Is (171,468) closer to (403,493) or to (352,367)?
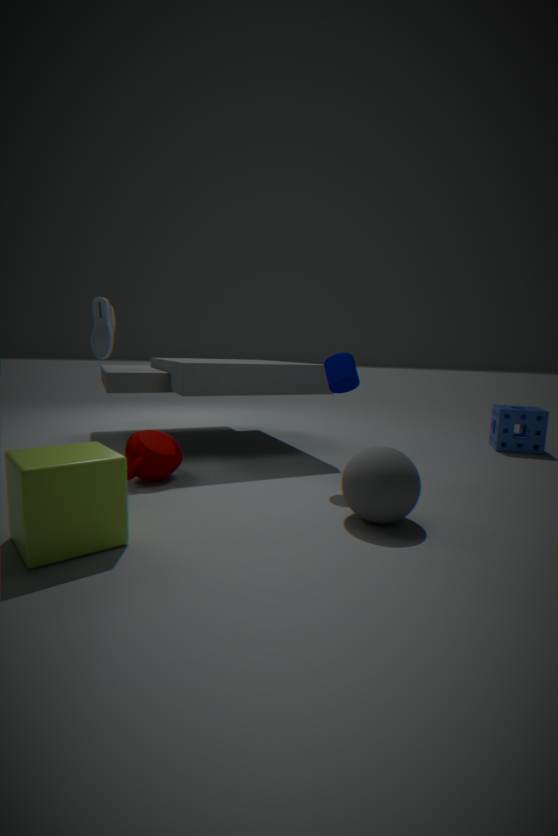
(352,367)
